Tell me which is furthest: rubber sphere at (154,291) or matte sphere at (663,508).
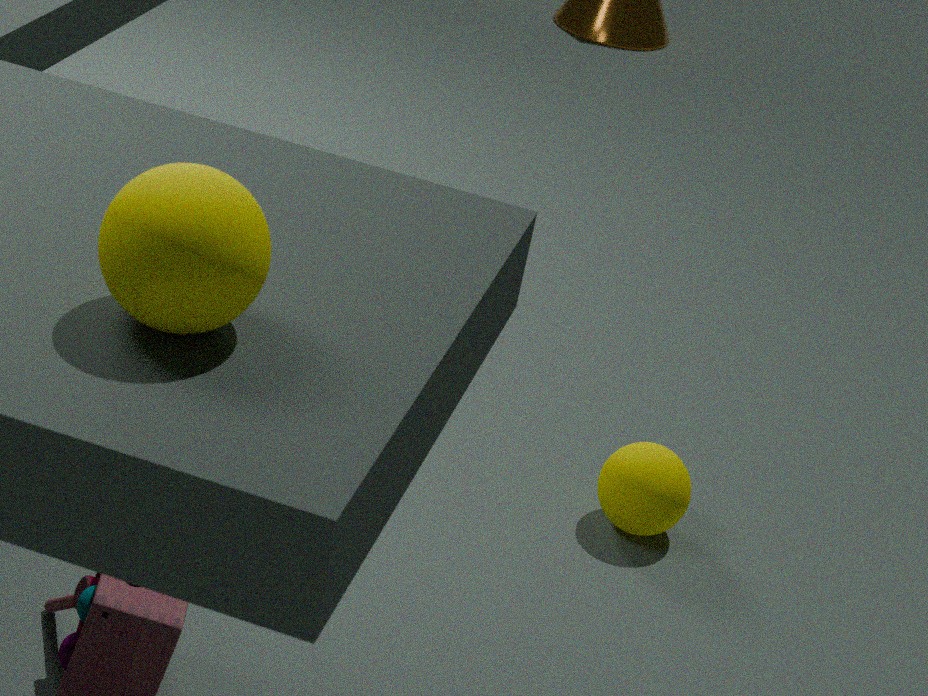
matte sphere at (663,508)
